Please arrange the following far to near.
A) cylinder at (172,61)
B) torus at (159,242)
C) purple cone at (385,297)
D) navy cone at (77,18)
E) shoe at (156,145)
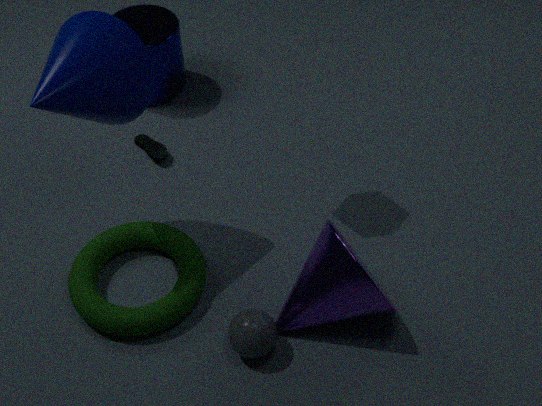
1. cylinder at (172,61)
2. shoe at (156,145)
3. torus at (159,242)
4. purple cone at (385,297)
5. navy cone at (77,18)
